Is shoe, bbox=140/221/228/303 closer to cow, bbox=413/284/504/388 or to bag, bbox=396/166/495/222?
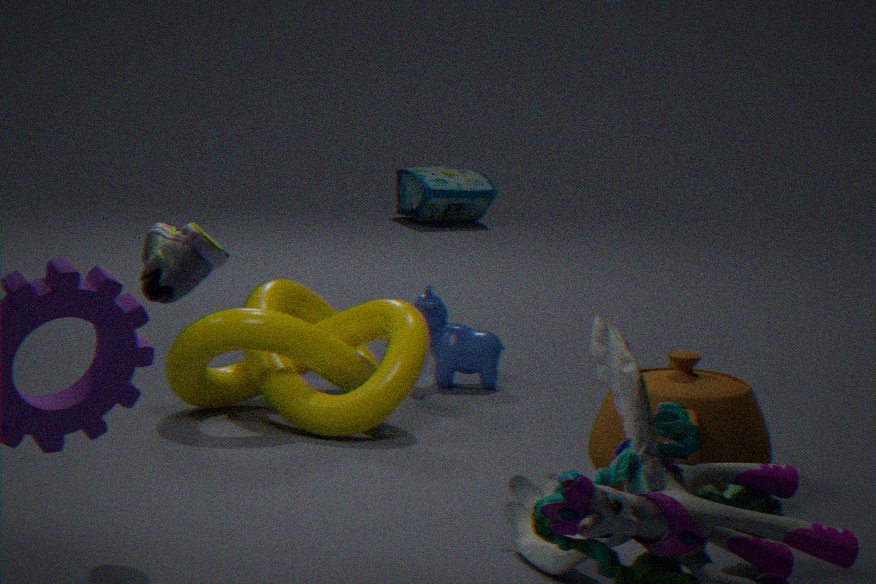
cow, bbox=413/284/504/388
